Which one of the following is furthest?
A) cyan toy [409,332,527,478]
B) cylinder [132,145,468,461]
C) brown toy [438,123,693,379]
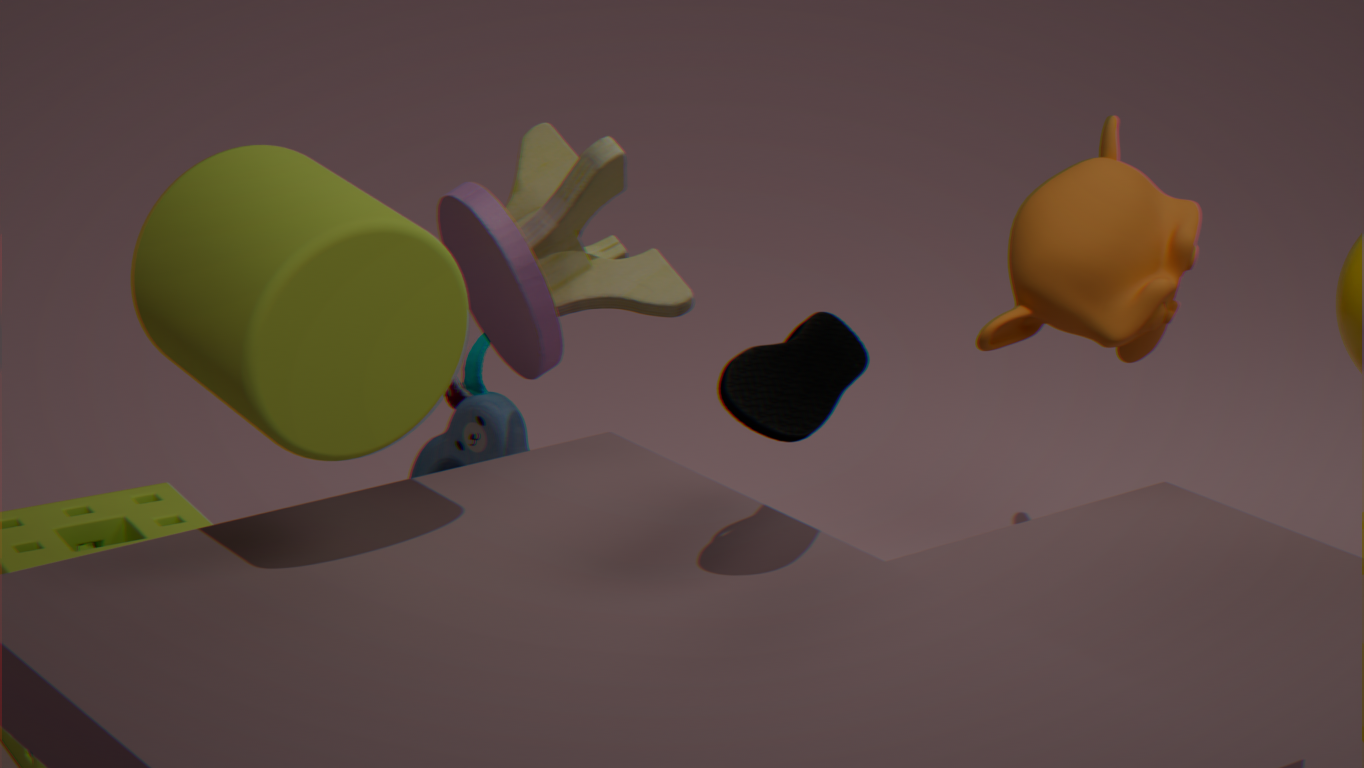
cyan toy [409,332,527,478]
